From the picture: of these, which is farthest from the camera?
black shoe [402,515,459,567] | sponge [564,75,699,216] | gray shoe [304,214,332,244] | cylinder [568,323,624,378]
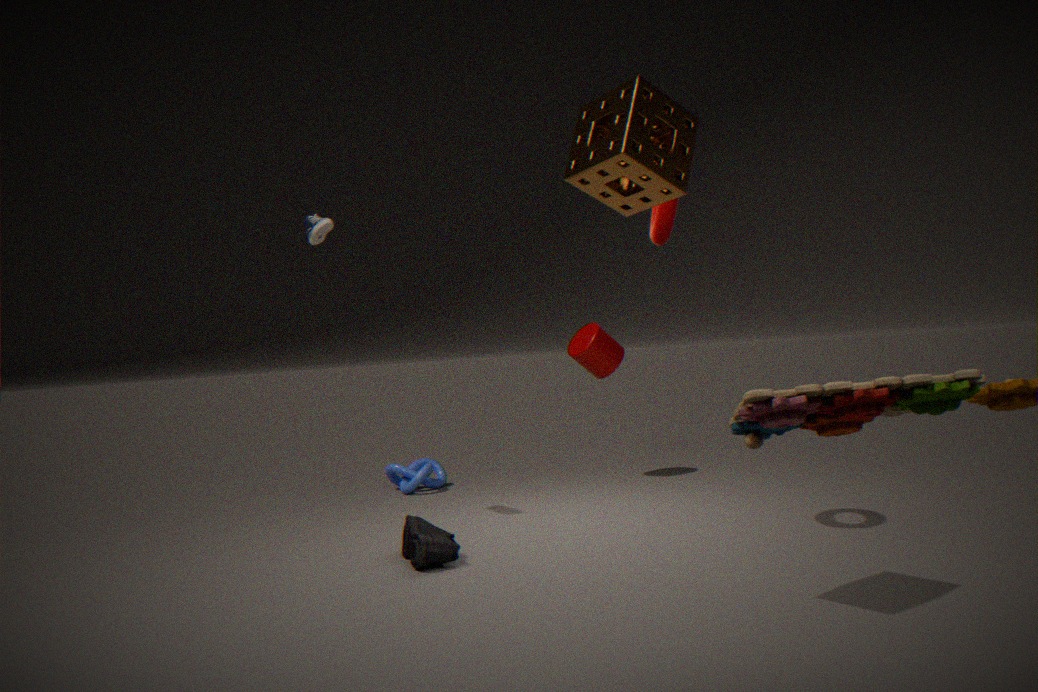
cylinder [568,323,624,378]
